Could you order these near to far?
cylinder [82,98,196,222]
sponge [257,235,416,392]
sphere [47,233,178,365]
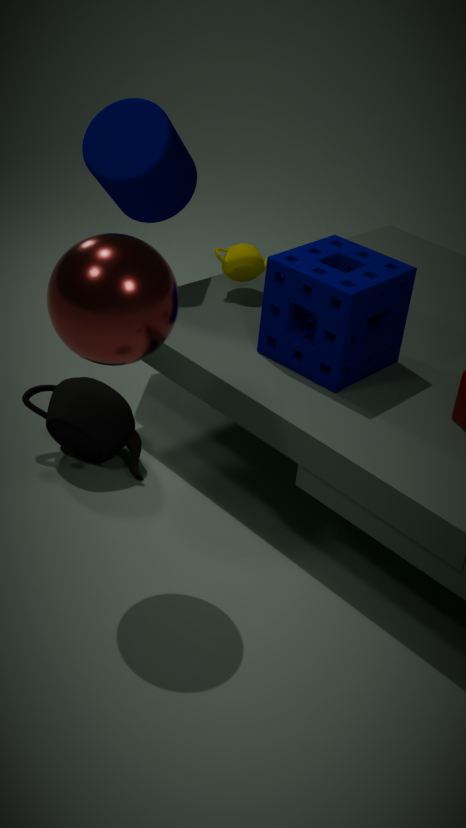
1. sphere [47,233,178,365]
2. sponge [257,235,416,392]
3. cylinder [82,98,196,222]
